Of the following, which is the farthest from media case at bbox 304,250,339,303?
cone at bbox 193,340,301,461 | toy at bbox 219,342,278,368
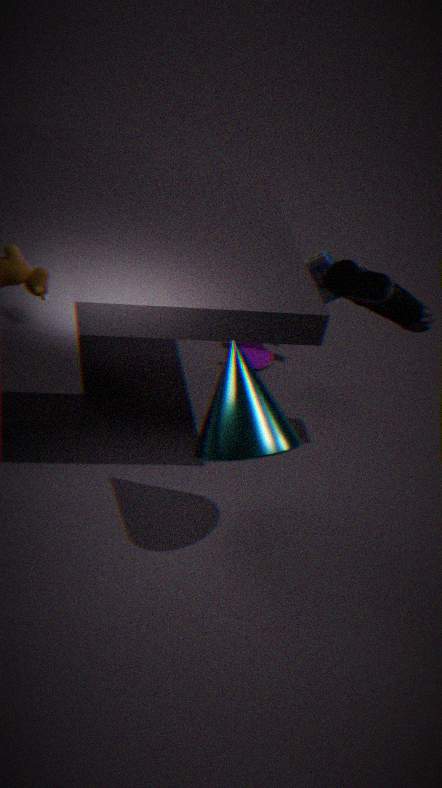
cone at bbox 193,340,301,461
